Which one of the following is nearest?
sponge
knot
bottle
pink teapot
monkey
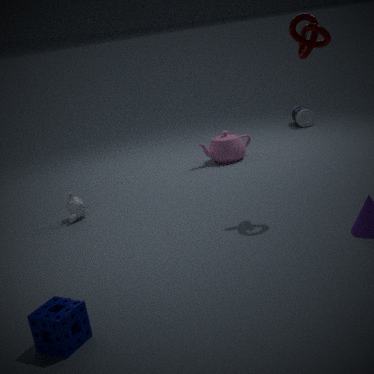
sponge
